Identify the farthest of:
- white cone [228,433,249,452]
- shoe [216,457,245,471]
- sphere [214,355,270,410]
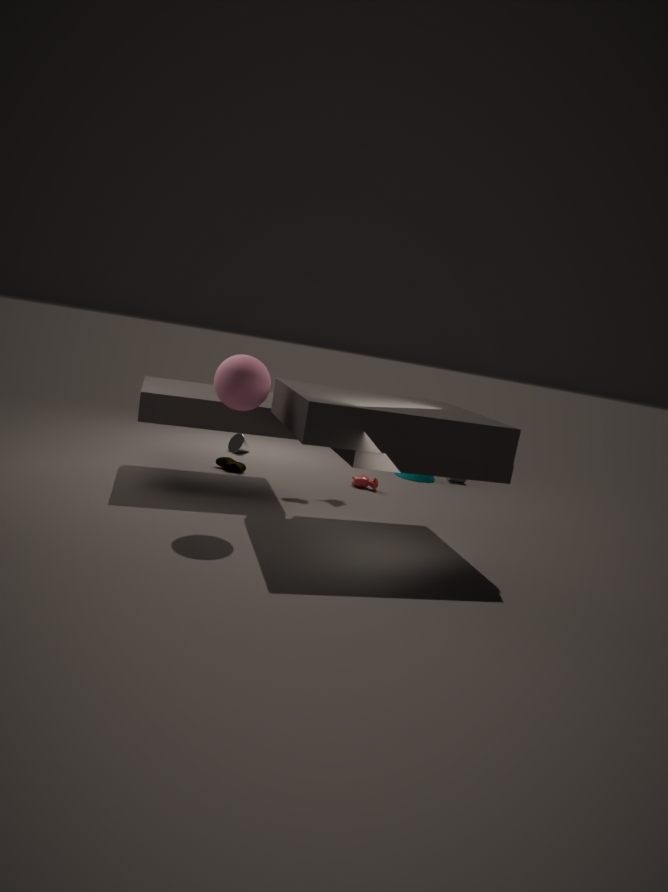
white cone [228,433,249,452]
